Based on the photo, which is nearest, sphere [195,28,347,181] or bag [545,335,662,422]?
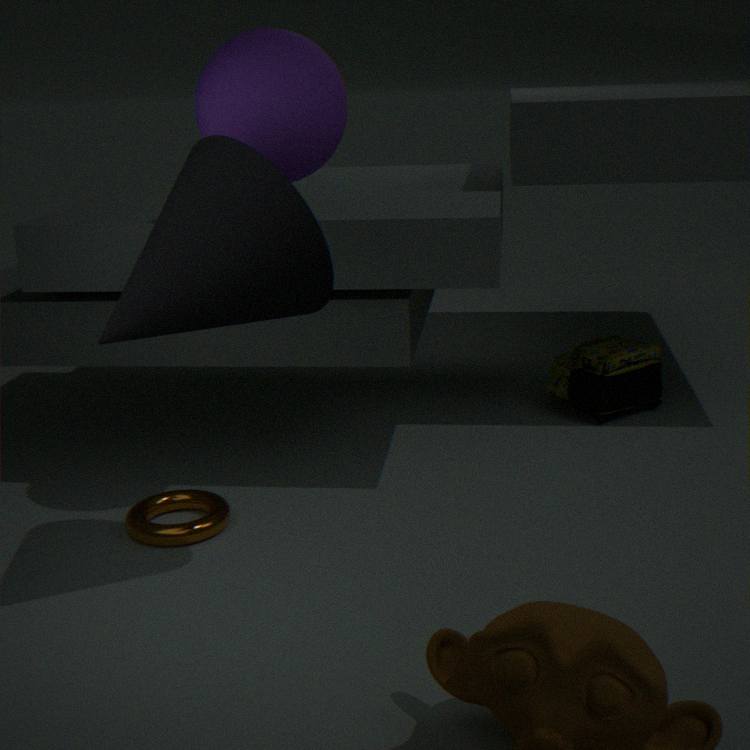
sphere [195,28,347,181]
